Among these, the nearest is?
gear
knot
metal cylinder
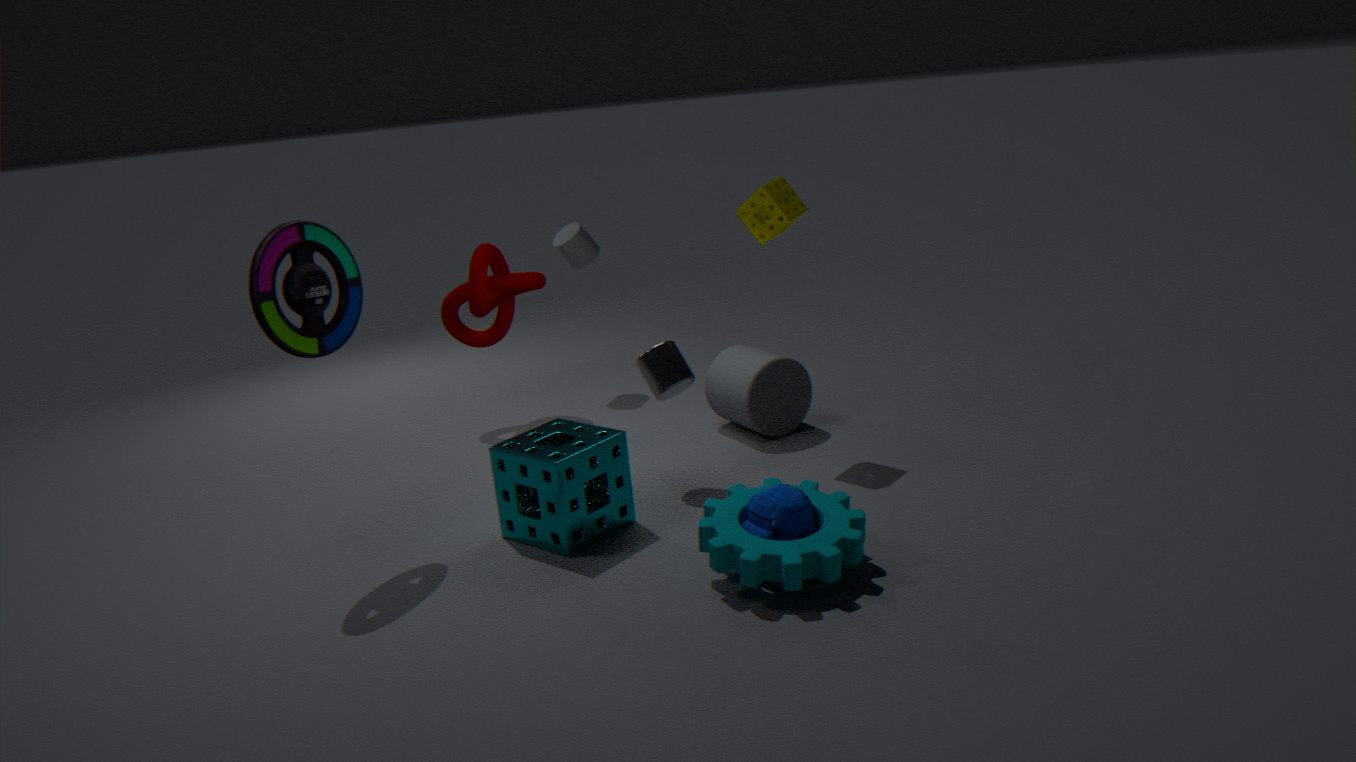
gear
